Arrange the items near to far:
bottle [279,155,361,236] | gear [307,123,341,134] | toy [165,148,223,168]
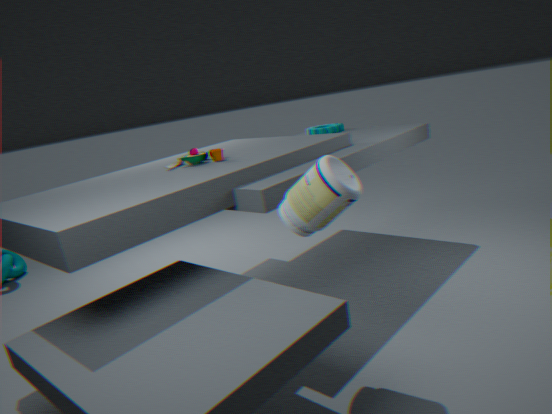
bottle [279,155,361,236] → toy [165,148,223,168] → gear [307,123,341,134]
